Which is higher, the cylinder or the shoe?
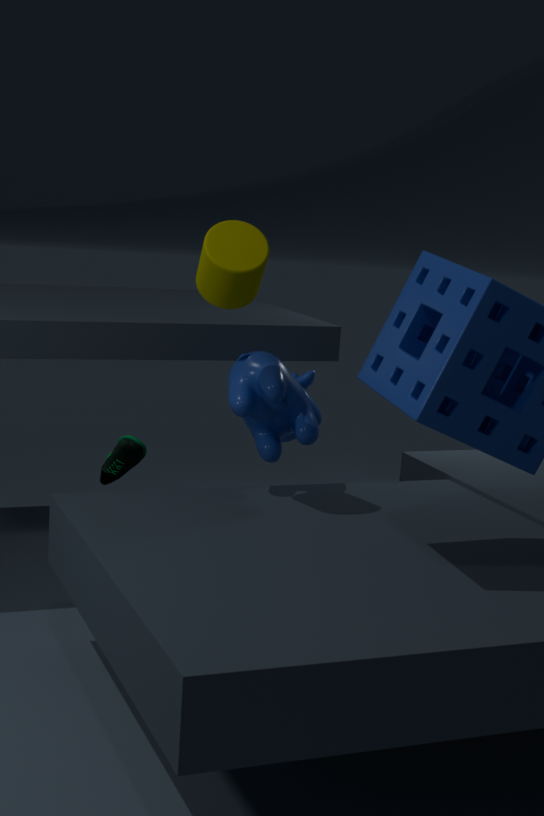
the cylinder
